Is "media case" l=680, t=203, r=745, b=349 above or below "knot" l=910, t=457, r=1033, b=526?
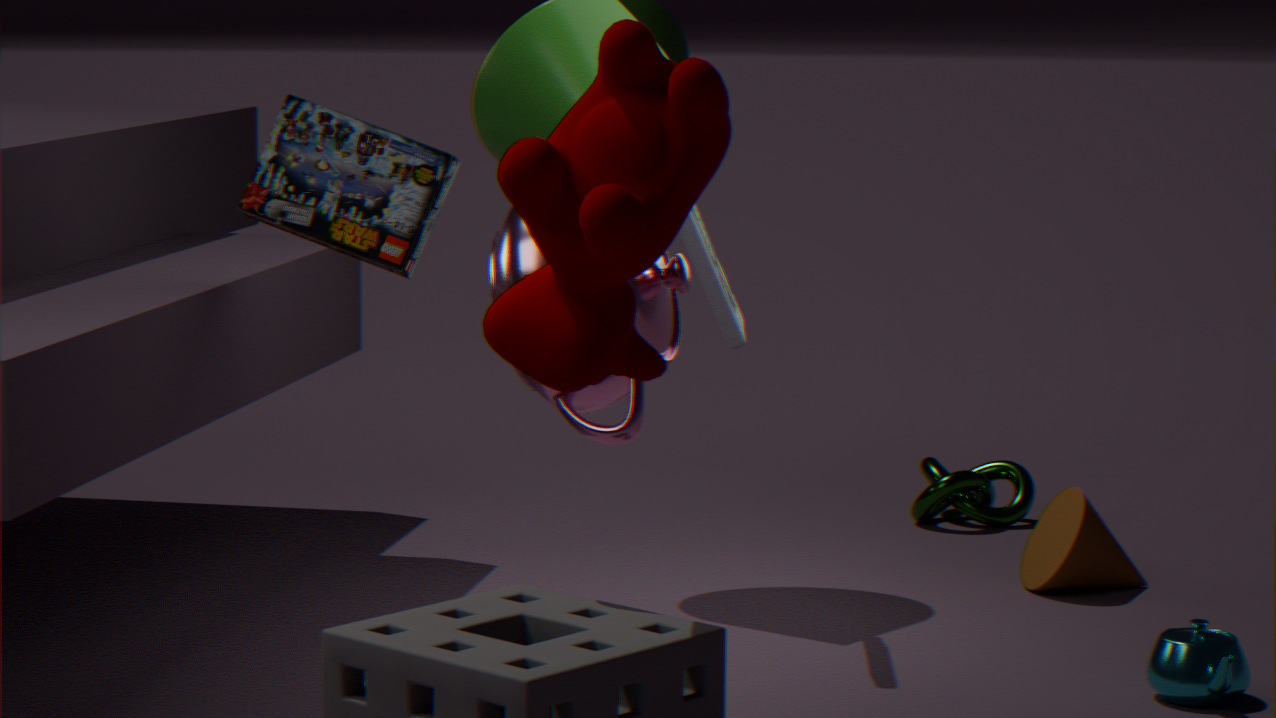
above
